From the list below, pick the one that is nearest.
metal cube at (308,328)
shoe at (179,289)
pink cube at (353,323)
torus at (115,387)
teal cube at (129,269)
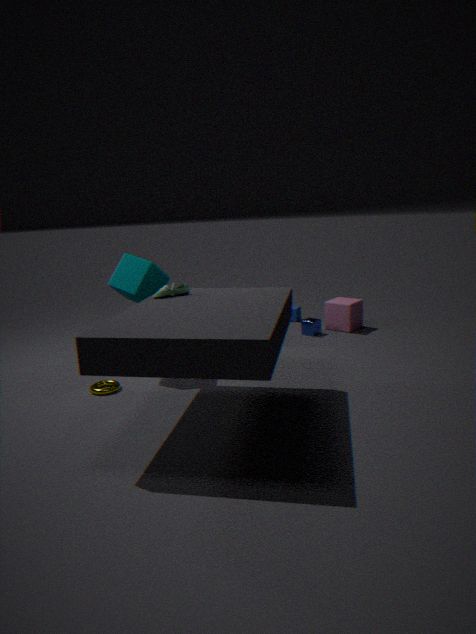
shoe at (179,289)
